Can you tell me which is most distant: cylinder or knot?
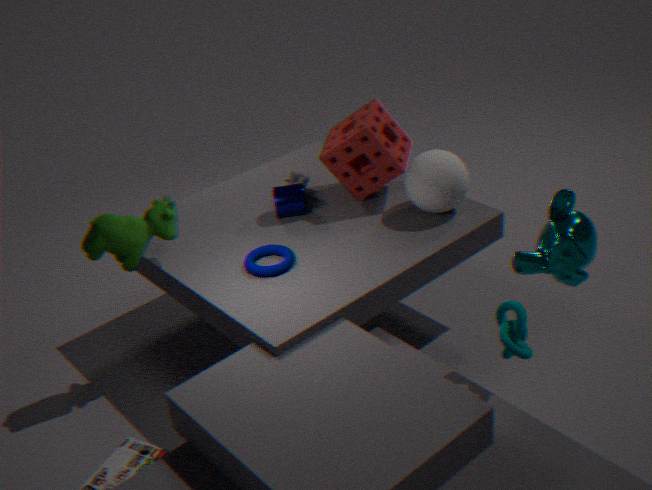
cylinder
